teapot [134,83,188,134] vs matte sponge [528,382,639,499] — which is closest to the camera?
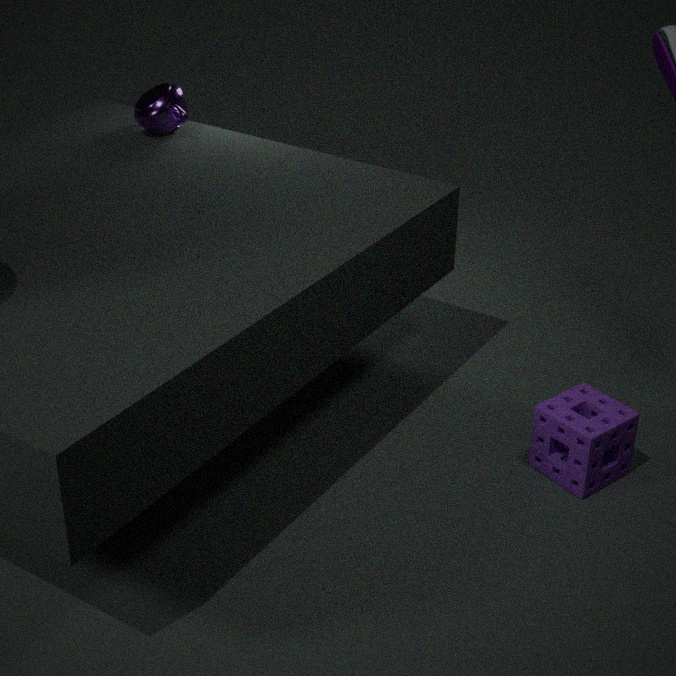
matte sponge [528,382,639,499]
